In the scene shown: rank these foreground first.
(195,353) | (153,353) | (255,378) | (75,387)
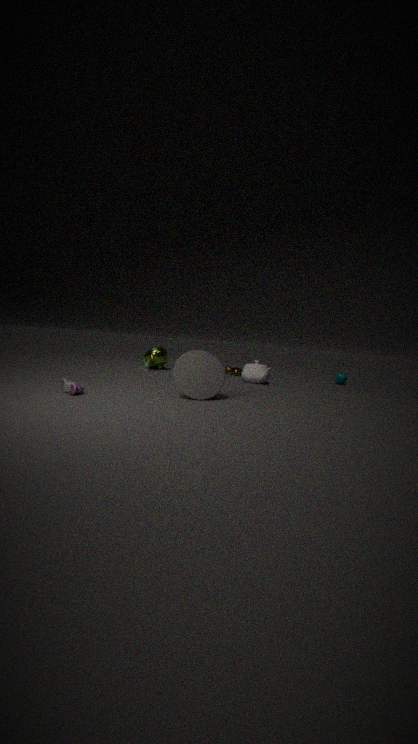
(75,387)
(195,353)
(255,378)
(153,353)
